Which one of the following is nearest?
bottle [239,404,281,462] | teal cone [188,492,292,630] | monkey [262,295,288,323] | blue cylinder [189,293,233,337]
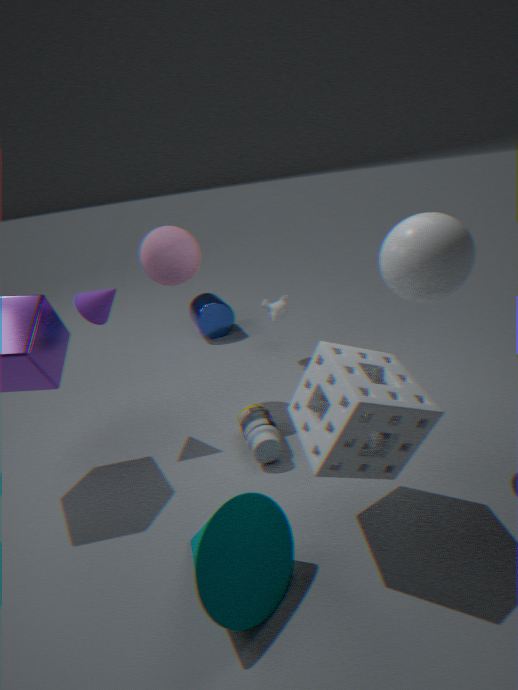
Result: teal cone [188,492,292,630]
